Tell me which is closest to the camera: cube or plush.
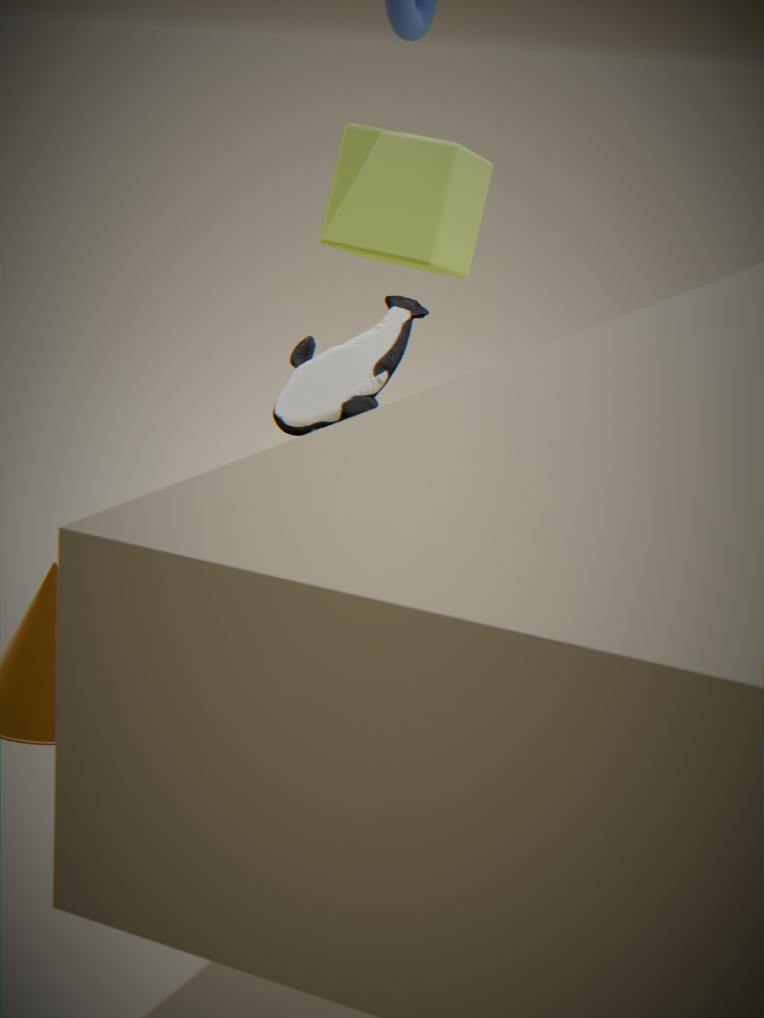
plush
